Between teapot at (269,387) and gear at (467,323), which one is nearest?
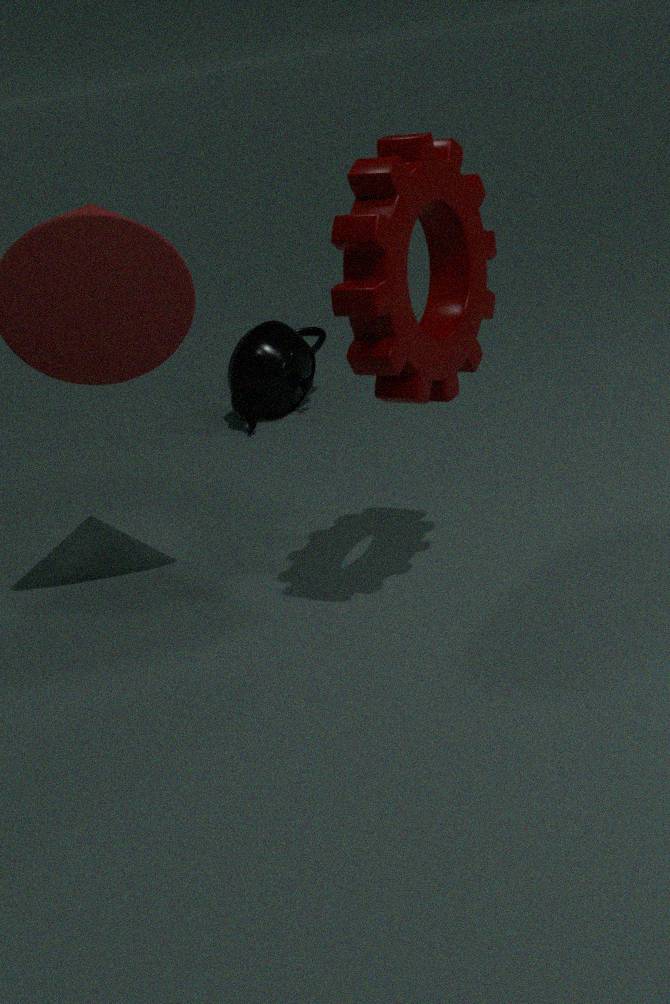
gear at (467,323)
